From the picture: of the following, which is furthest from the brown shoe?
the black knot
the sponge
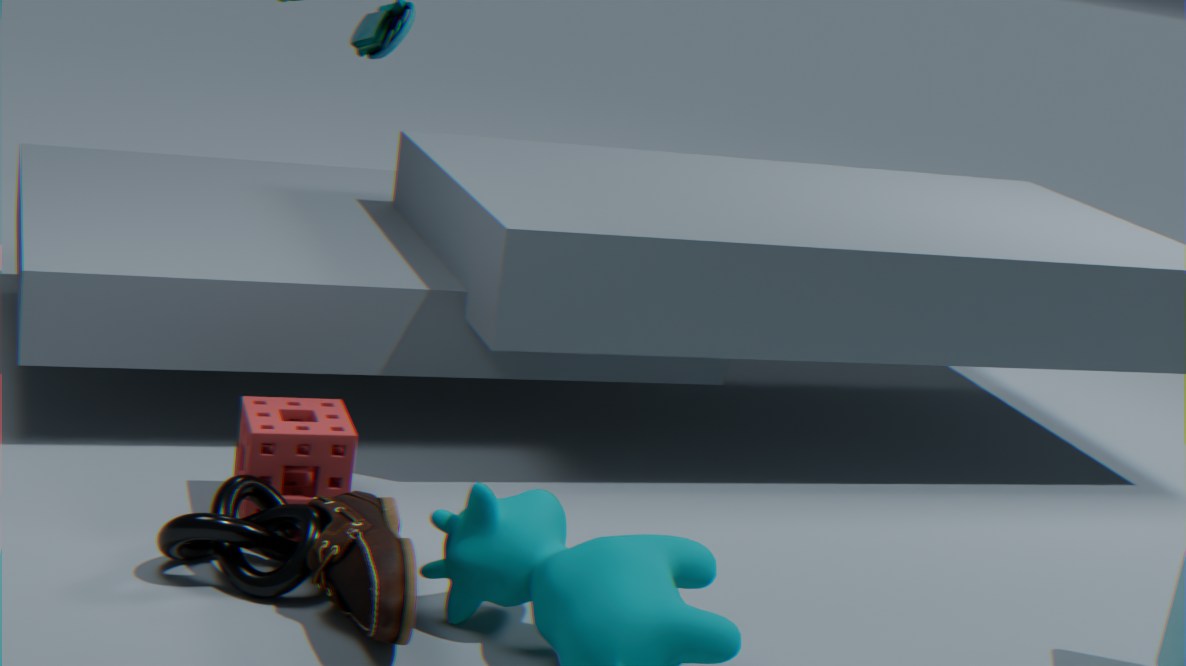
the sponge
